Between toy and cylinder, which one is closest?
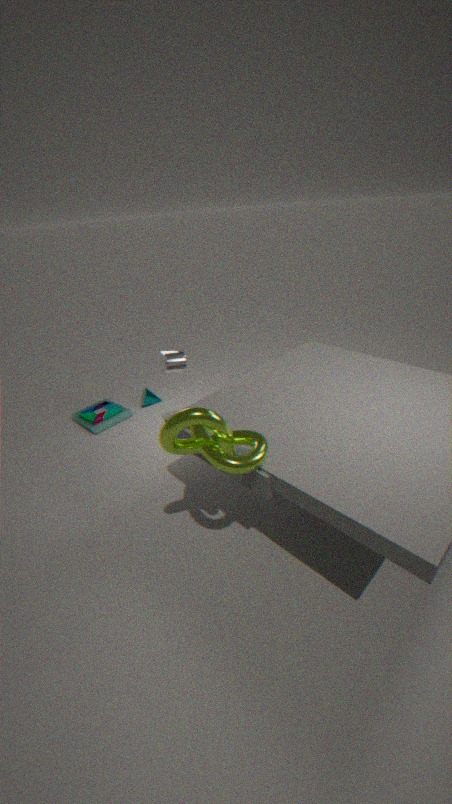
cylinder
